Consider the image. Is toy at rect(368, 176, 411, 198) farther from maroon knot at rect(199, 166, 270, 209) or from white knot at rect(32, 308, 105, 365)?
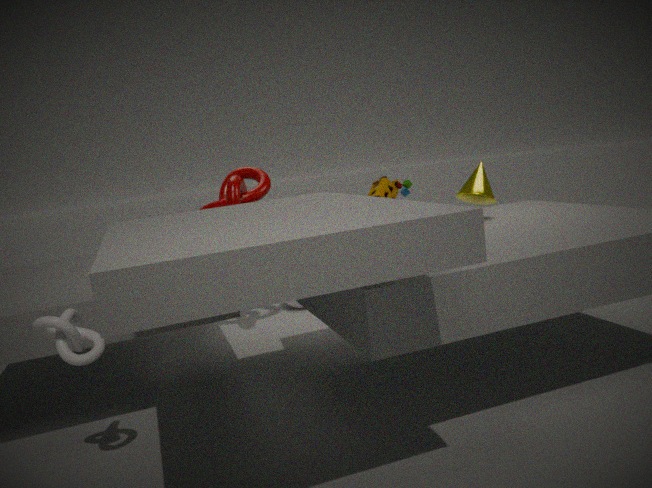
white knot at rect(32, 308, 105, 365)
